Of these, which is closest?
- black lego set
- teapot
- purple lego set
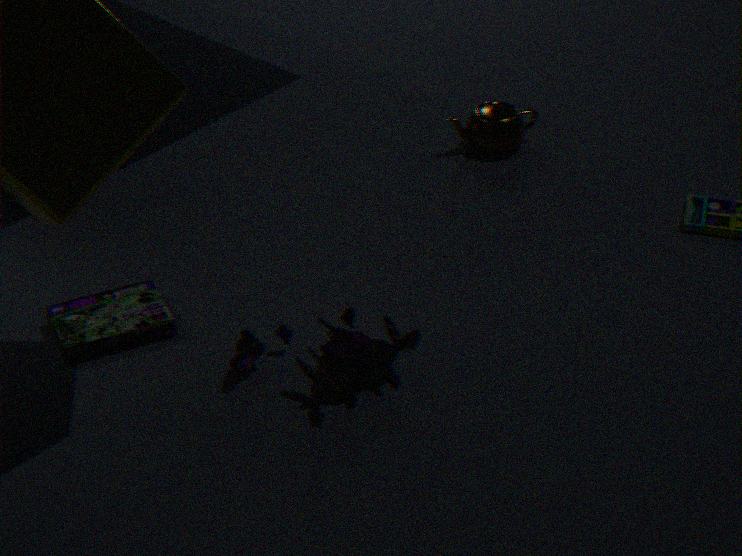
purple lego set
